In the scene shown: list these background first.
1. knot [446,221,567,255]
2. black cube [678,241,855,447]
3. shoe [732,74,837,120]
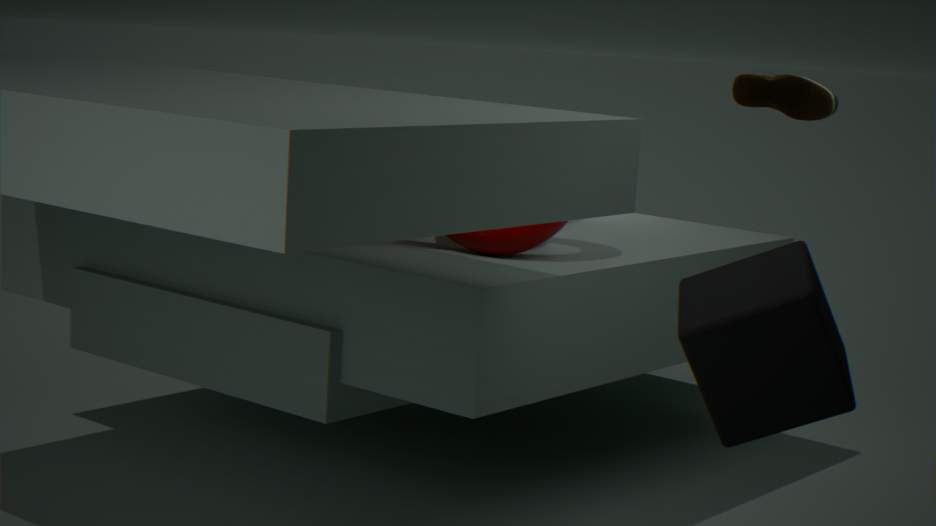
1. knot [446,221,567,255]
2. shoe [732,74,837,120]
3. black cube [678,241,855,447]
